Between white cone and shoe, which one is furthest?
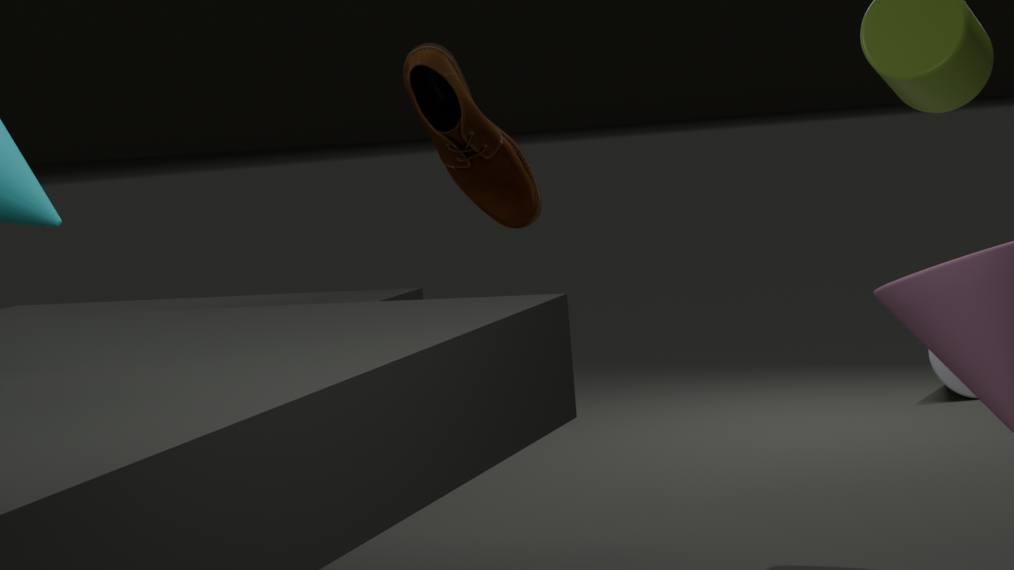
white cone
